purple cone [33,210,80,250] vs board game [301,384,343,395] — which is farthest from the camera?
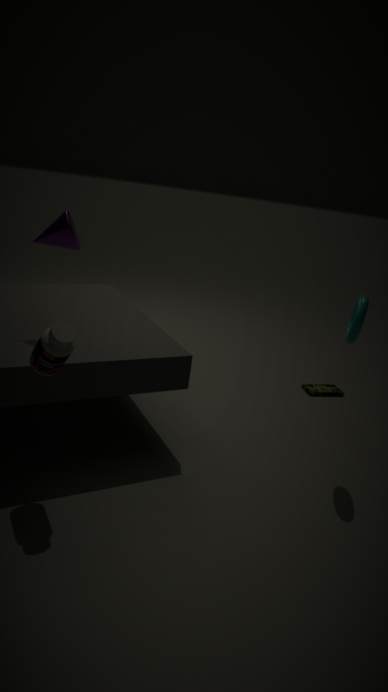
board game [301,384,343,395]
